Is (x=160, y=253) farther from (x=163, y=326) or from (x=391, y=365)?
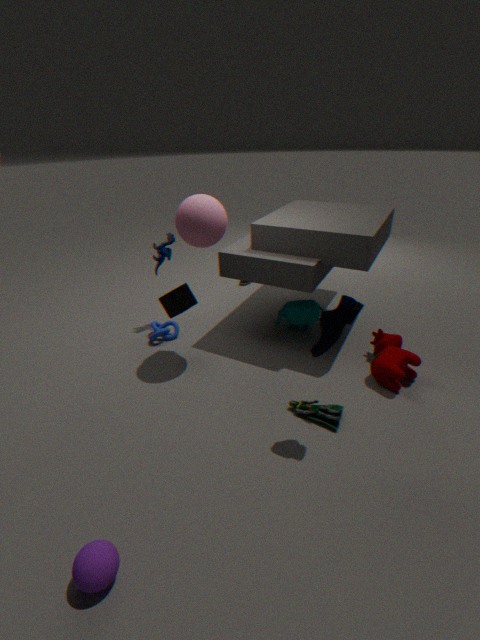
(x=391, y=365)
